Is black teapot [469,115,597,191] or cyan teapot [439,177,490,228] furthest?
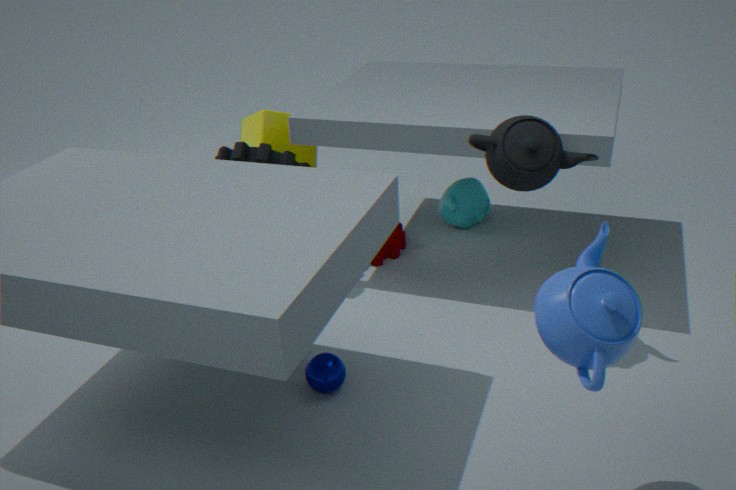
cyan teapot [439,177,490,228]
